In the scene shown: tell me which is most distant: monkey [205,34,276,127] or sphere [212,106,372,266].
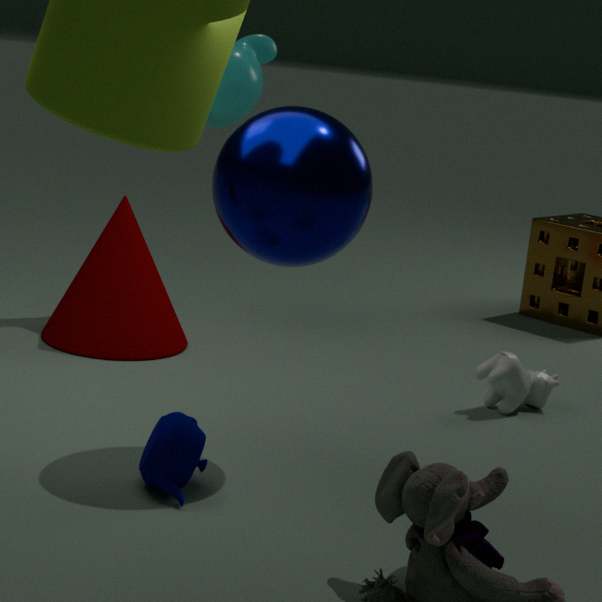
monkey [205,34,276,127]
